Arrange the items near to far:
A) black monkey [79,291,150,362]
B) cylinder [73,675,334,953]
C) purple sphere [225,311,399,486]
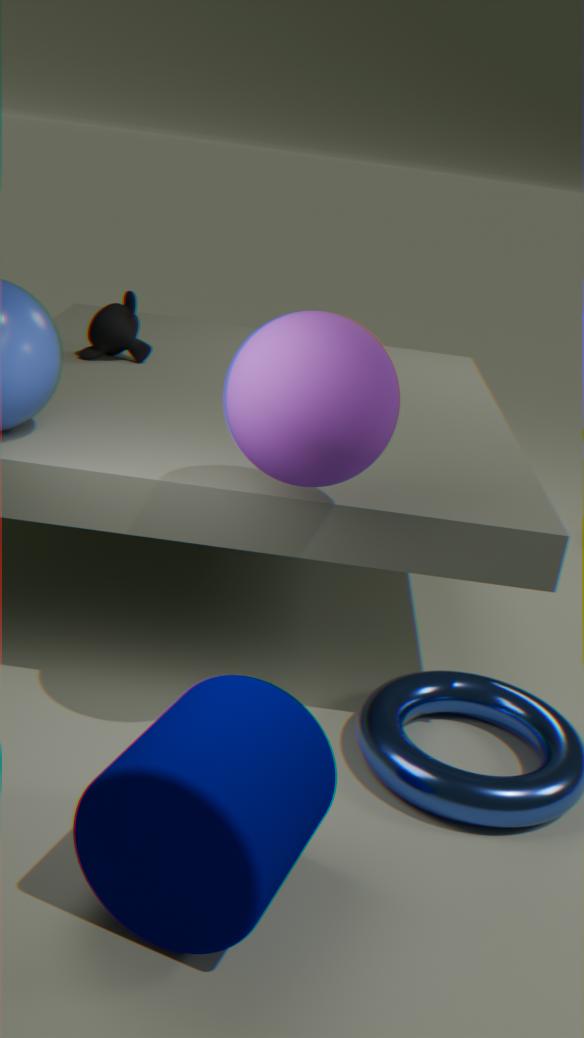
cylinder [73,675,334,953] < purple sphere [225,311,399,486] < black monkey [79,291,150,362]
